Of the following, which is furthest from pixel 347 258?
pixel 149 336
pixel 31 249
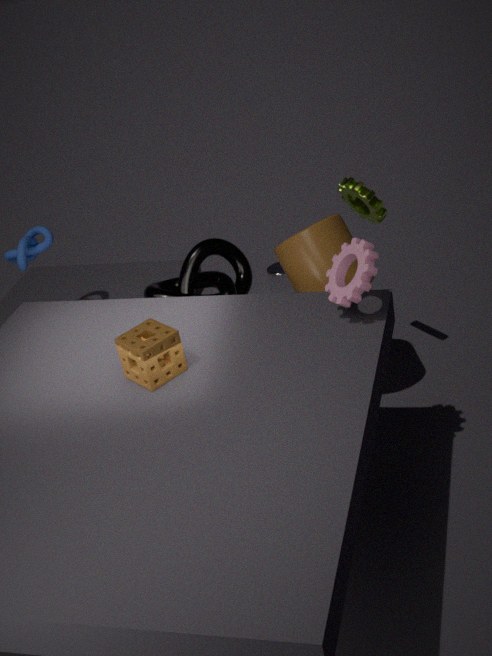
pixel 31 249
